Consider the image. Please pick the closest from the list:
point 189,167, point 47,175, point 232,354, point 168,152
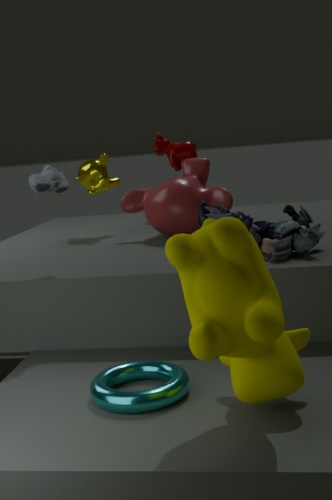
point 232,354
